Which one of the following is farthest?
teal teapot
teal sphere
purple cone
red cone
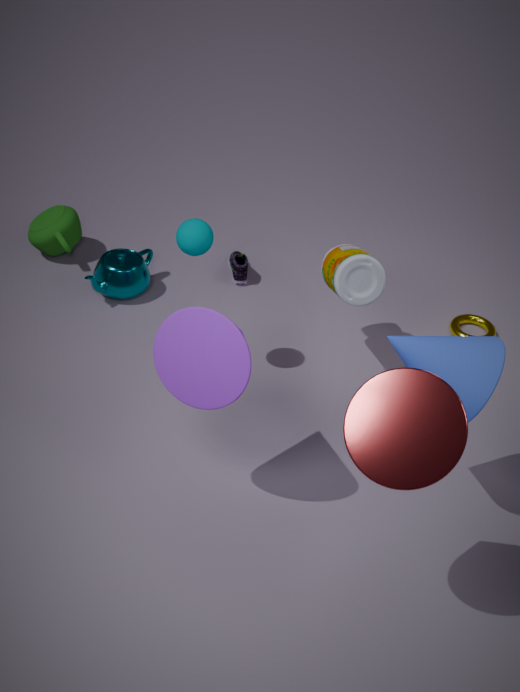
teal teapot
